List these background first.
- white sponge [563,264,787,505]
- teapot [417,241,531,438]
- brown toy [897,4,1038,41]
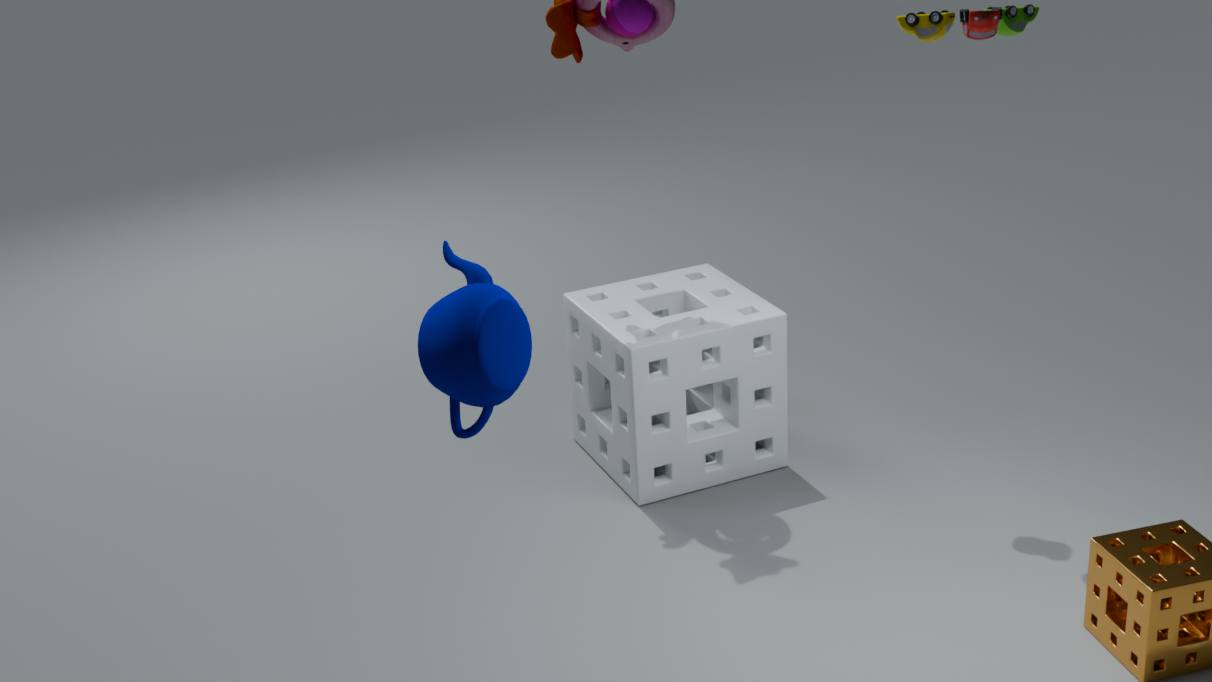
1. white sponge [563,264,787,505]
2. brown toy [897,4,1038,41]
3. teapot [417,241,531,438]
